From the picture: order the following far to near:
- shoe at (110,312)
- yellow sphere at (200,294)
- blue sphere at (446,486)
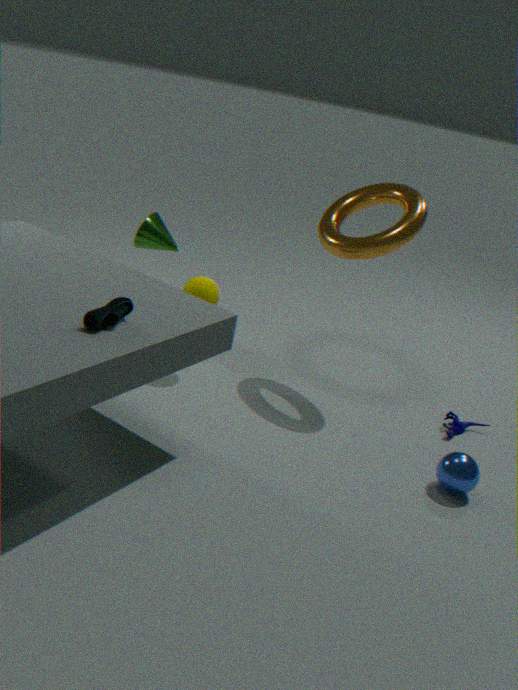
yellow sphere at (200,294), blue sphere at (446,486), shoe at (110,312)
